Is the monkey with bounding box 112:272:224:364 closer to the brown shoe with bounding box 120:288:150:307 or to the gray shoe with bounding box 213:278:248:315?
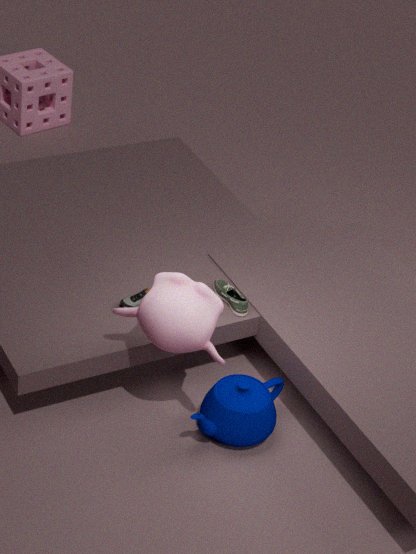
the brown shoe with bounding box 120:288:150:307
